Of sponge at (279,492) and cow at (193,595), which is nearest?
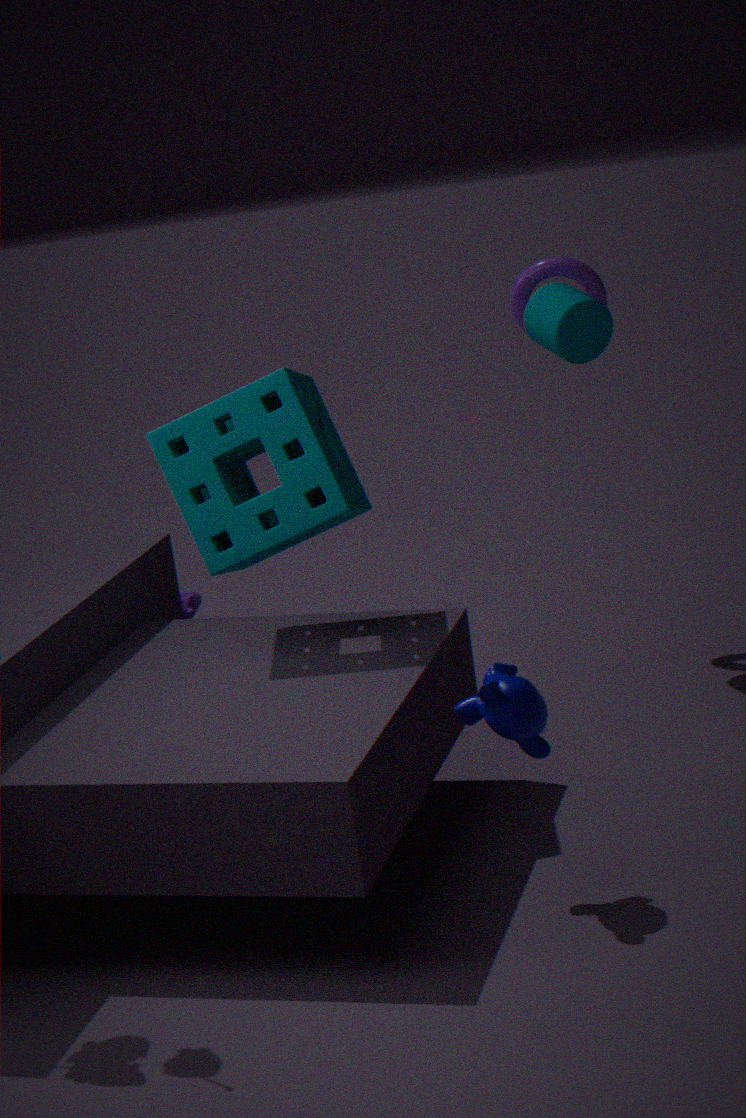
sponge at (279,492)
